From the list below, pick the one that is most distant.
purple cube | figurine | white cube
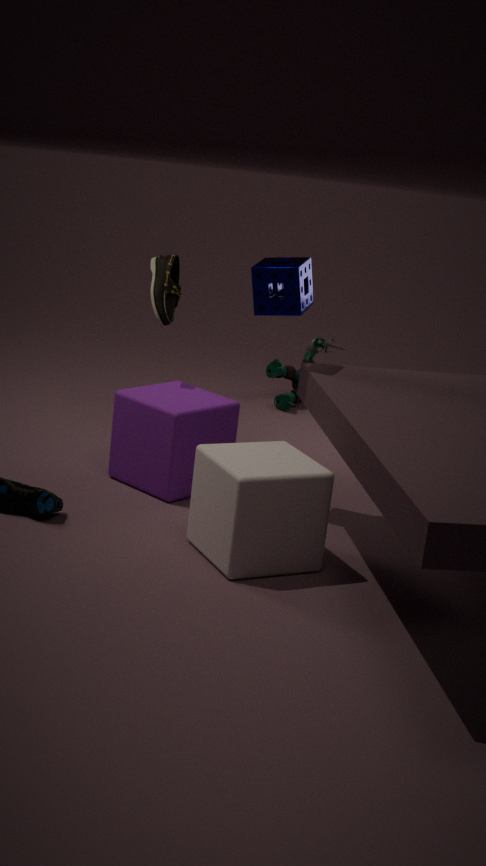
figurine
